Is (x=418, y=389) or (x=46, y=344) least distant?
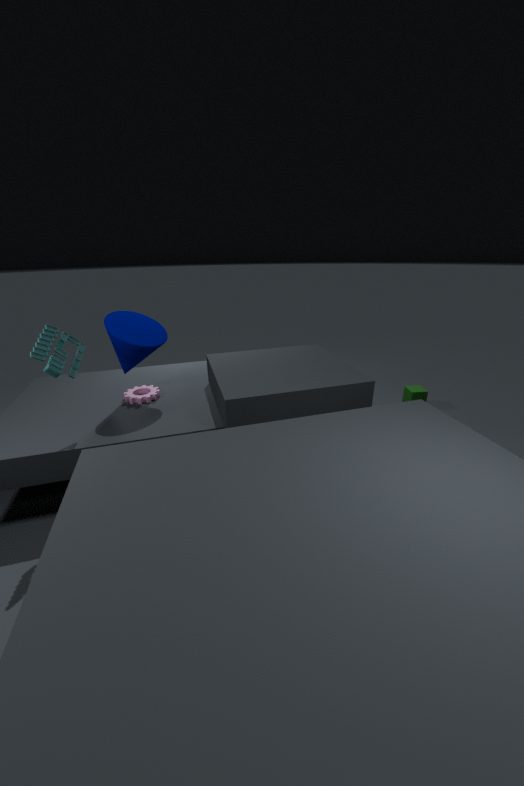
(x=46, y=344)
